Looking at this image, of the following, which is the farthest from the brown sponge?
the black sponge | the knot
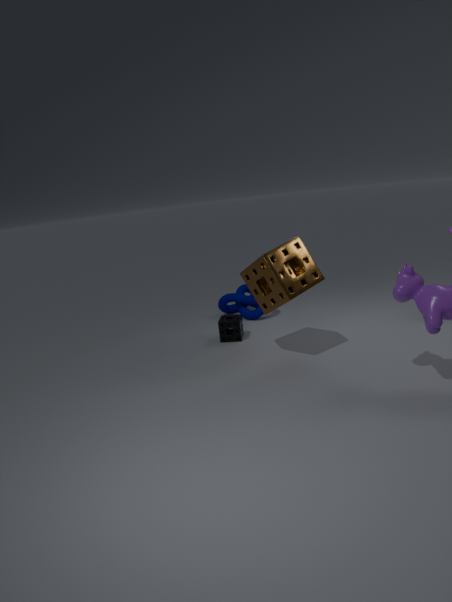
the knot
